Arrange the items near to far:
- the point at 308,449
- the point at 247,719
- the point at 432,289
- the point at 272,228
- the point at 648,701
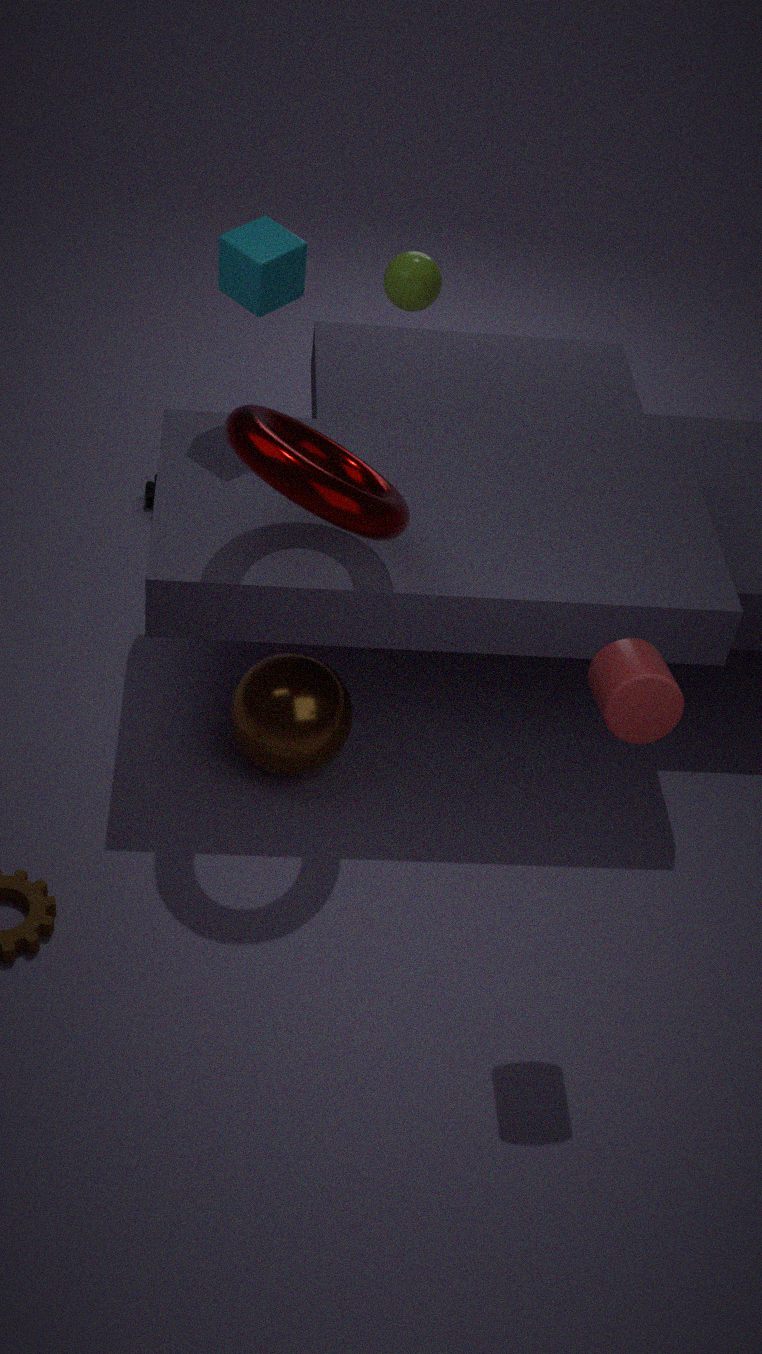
the point at 648,701, the point at 308,449, the point at 272,228, the point at 247,719, the point at 432,289
